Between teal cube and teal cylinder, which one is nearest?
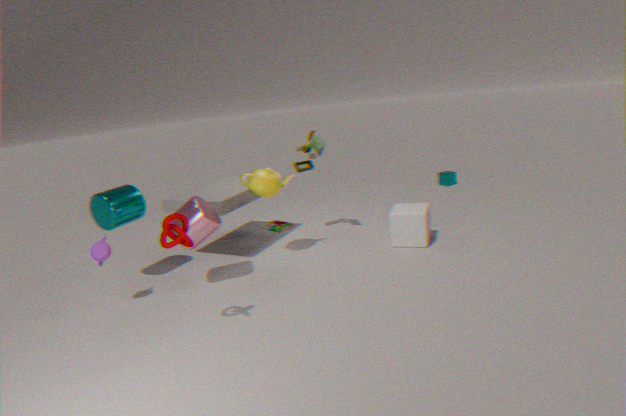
teal cylinder
